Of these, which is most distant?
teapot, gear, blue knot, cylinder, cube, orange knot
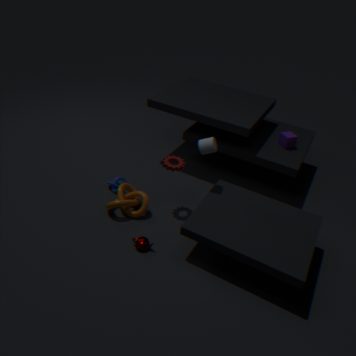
cube
